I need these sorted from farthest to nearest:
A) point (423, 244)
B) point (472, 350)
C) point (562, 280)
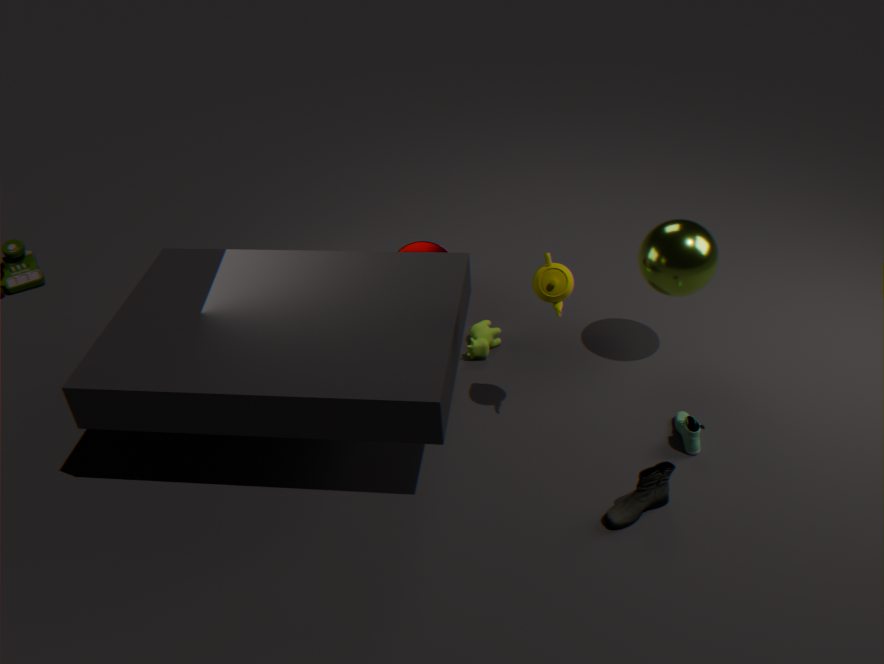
point (423, 244), point (472, 350), point (562, 280)
